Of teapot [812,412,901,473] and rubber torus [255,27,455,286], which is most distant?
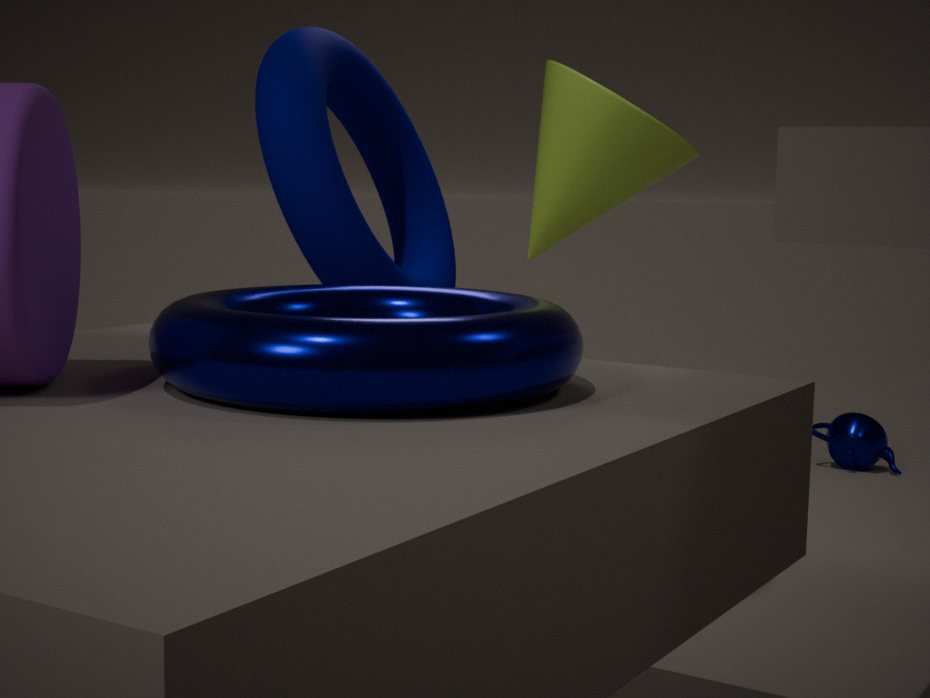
teapot [812,412,901,473]
